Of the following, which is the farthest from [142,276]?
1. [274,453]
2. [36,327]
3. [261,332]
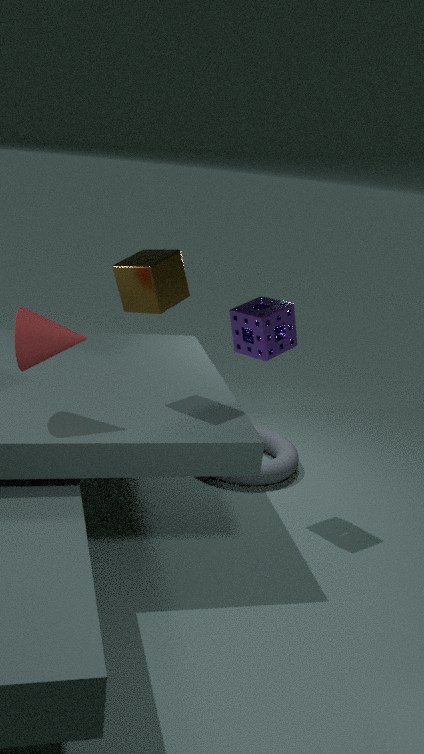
[274,453]
